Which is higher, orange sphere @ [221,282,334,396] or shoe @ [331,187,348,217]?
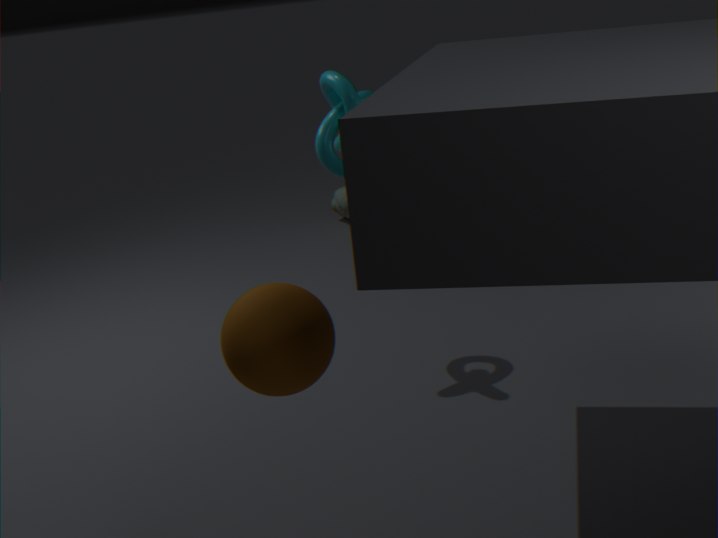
orange sphere @ [221,282,334,396]
